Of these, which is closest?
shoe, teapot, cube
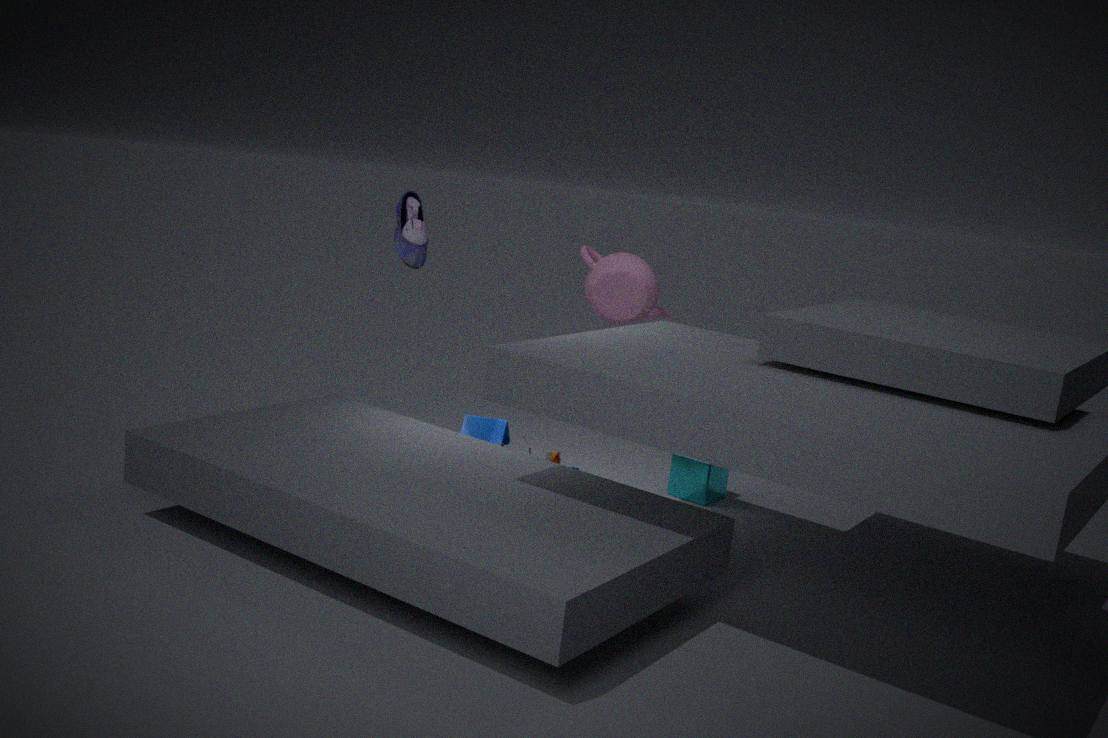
shoe
